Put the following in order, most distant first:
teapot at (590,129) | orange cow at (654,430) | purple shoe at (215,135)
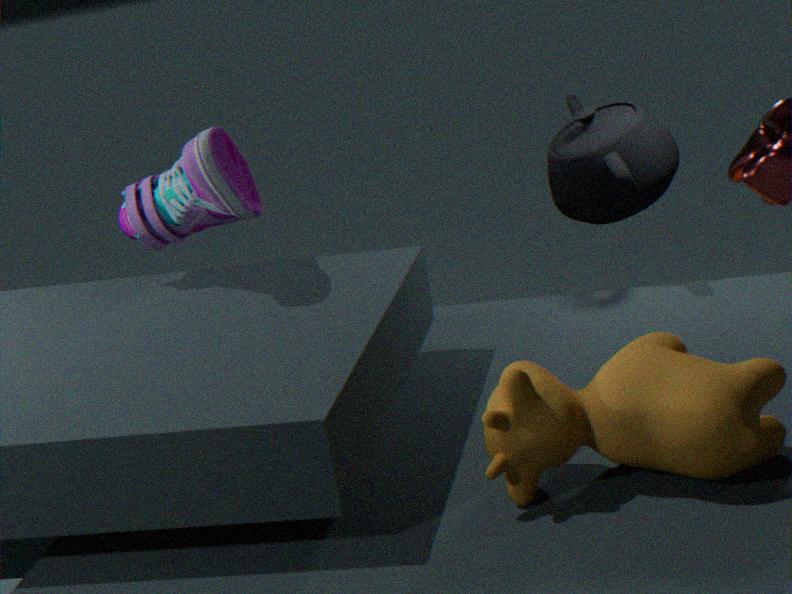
teapot at (590,129) → purple shoe at (215,135) → orange cow at (654,430)
